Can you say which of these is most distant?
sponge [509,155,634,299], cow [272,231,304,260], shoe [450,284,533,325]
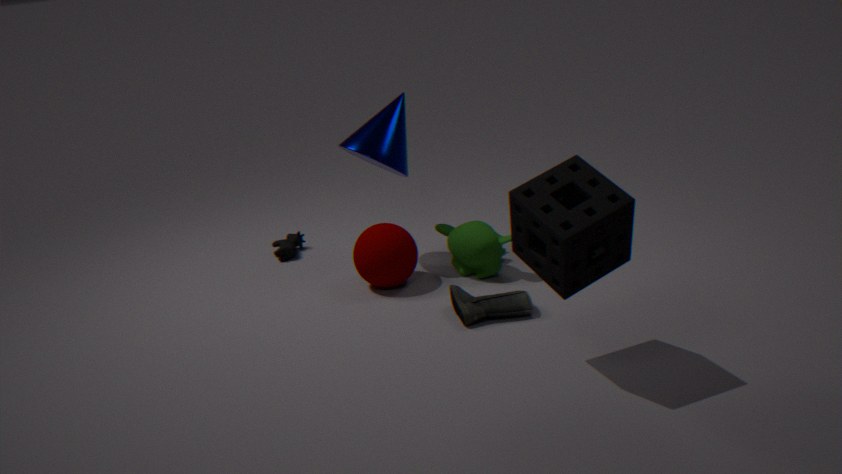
cow [272,231,304,260]
